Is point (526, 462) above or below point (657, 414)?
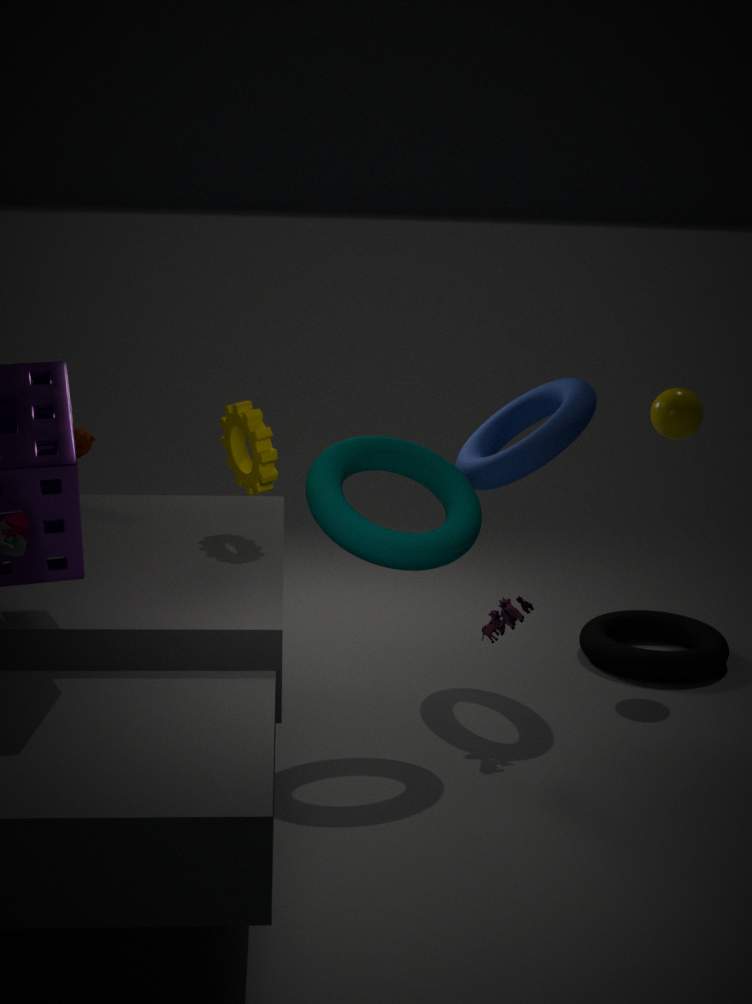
below
